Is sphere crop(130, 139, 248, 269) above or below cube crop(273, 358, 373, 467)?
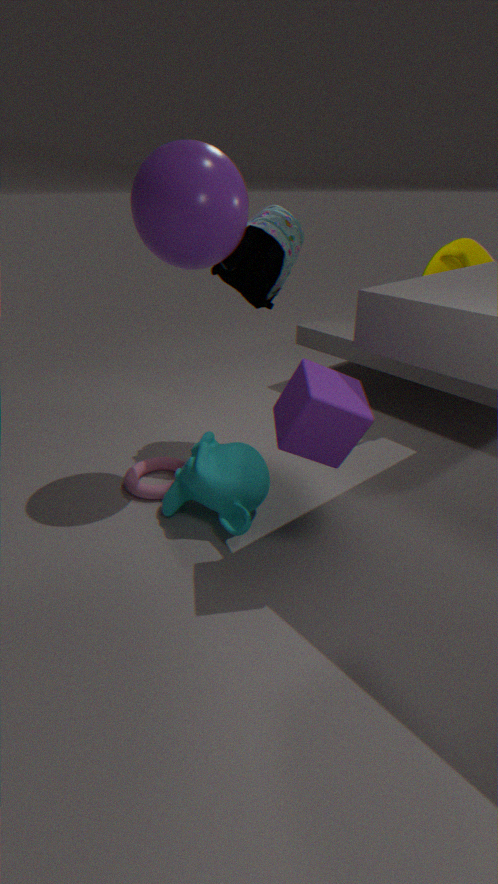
above
